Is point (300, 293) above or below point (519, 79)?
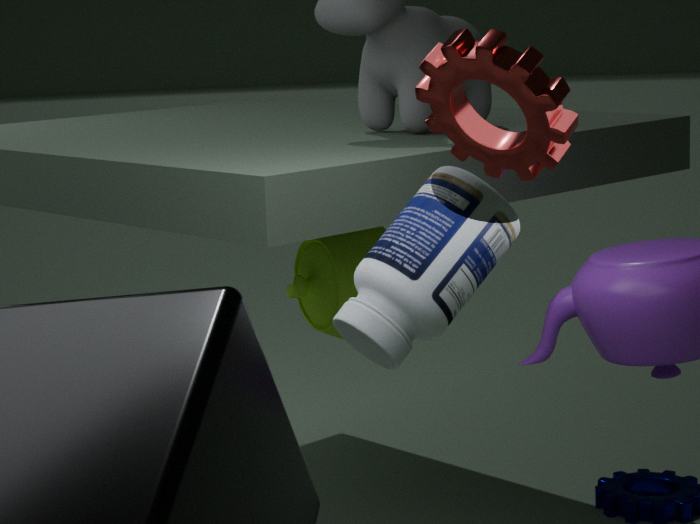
below
